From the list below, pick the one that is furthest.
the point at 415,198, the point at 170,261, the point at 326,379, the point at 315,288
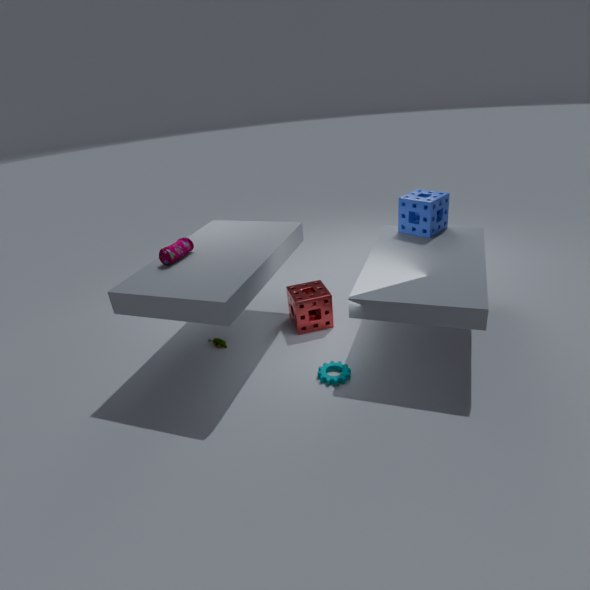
the point at 415,198
